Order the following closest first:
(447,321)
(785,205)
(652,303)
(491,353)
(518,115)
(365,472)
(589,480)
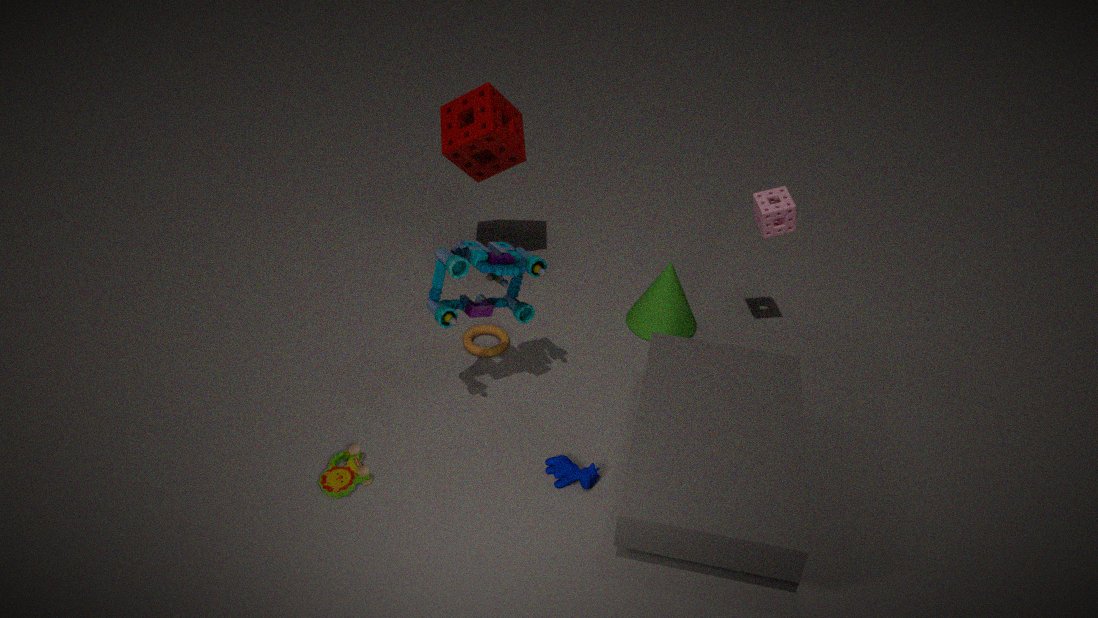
(365,472) < (447,321) < (589,480) < (785,205) < (491,353) < (652,303) < (518,115)
